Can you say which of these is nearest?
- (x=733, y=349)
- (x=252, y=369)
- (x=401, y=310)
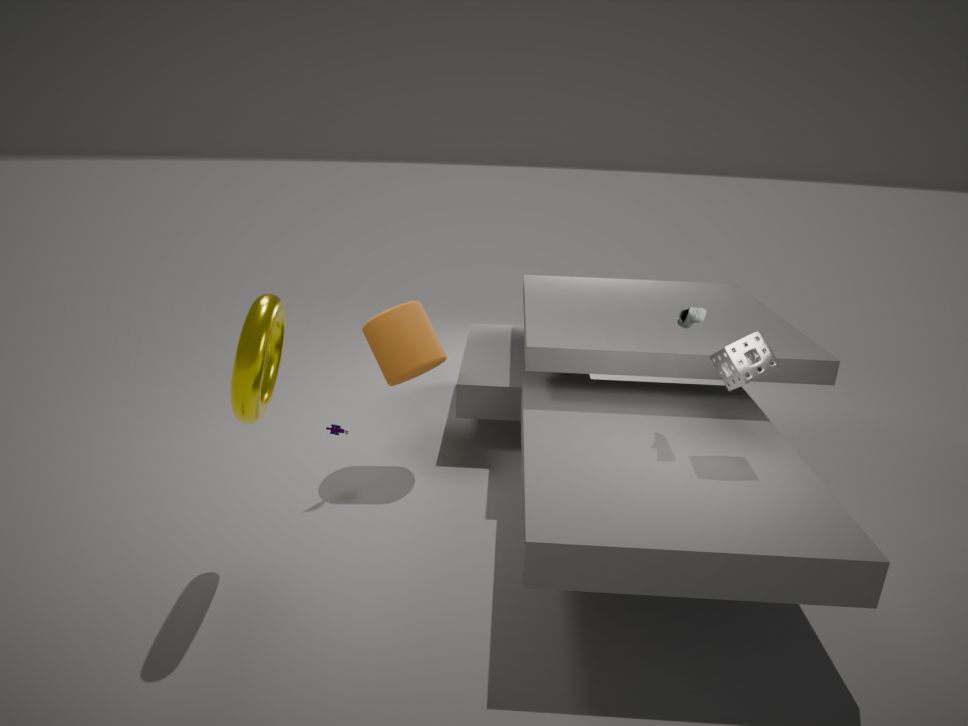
(x=252, y=369)
